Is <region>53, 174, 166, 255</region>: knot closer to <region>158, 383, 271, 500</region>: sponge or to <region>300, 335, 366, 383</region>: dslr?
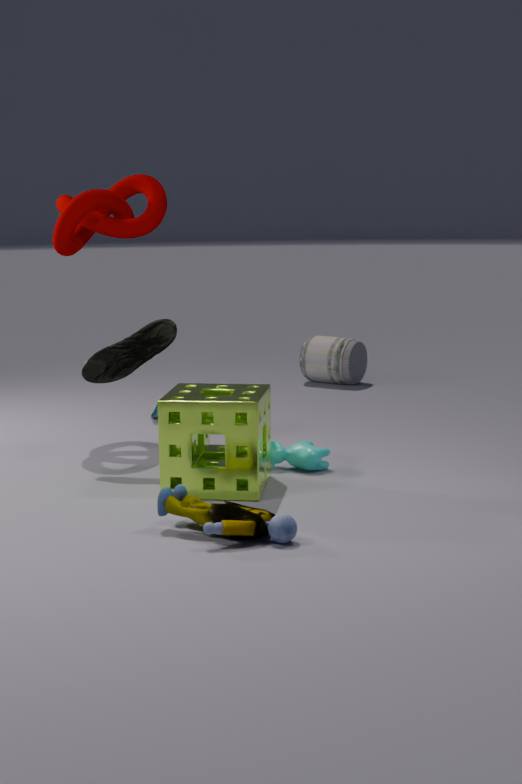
<region>158, 383, 271, 500</region>: sponge
